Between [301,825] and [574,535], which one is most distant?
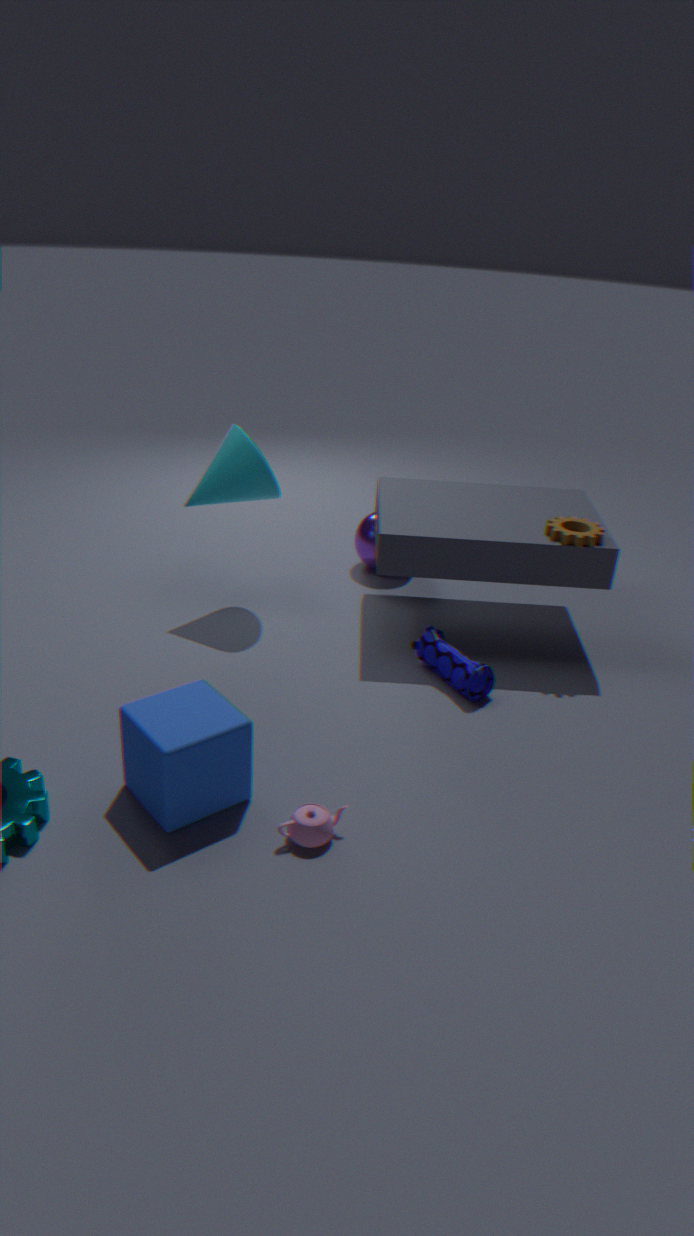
[574,535]
